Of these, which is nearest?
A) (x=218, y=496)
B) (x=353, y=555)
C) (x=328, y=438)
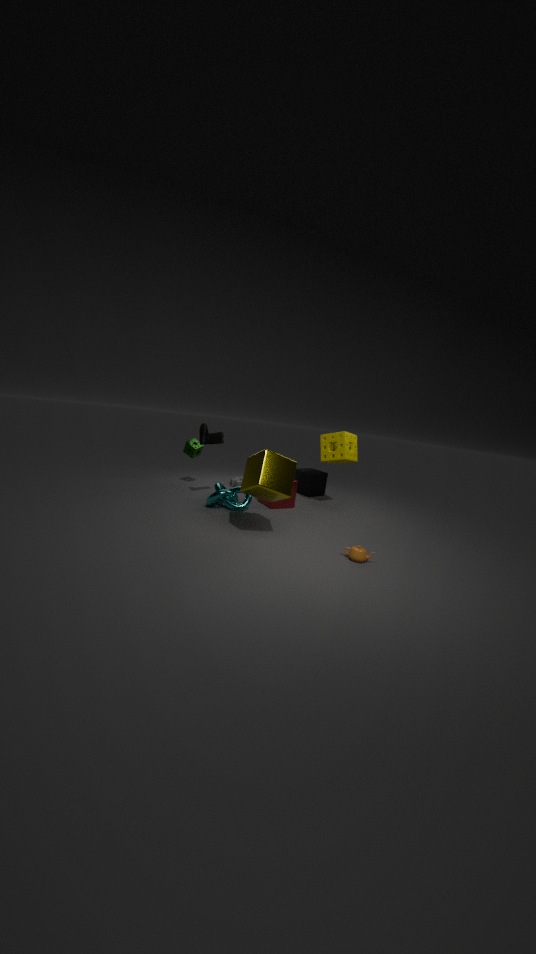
B. (x=353, y=555)
